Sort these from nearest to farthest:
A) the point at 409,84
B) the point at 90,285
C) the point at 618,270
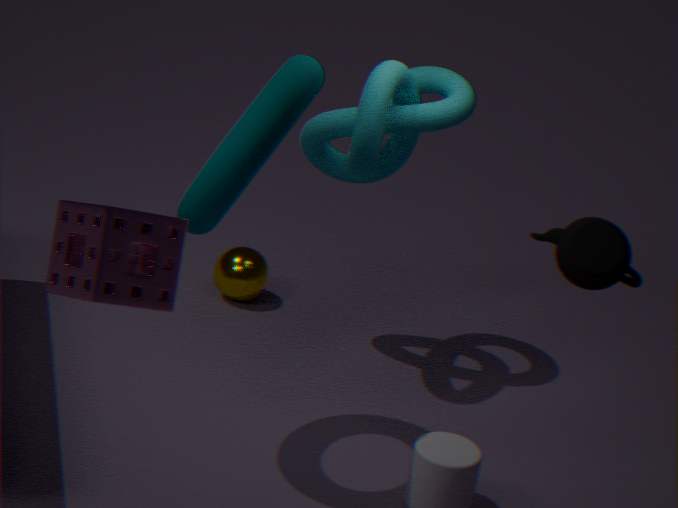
the point at 90,285, the point at 618,270, the point at 409,84
